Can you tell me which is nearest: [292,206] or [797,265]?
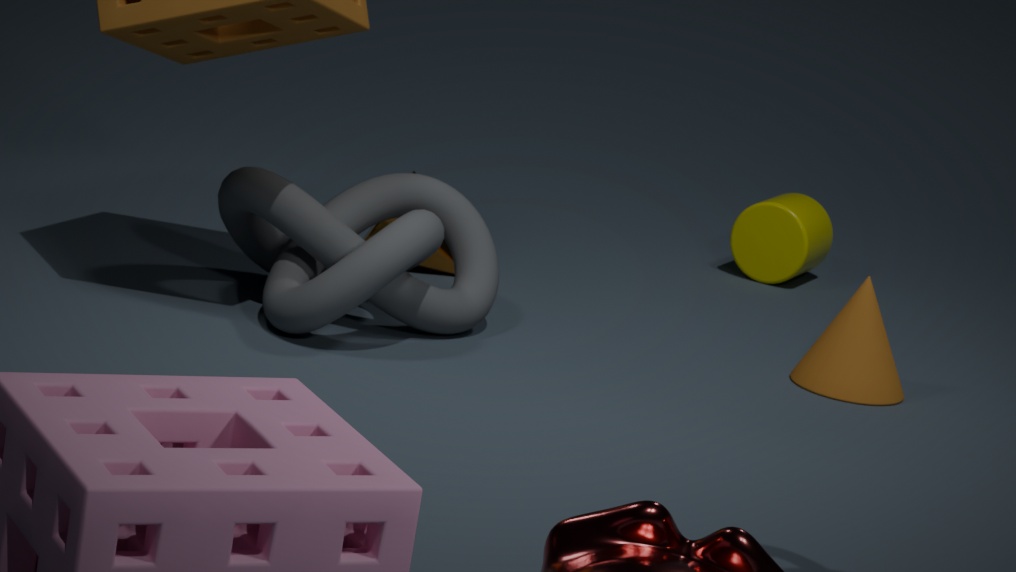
[292,206]
